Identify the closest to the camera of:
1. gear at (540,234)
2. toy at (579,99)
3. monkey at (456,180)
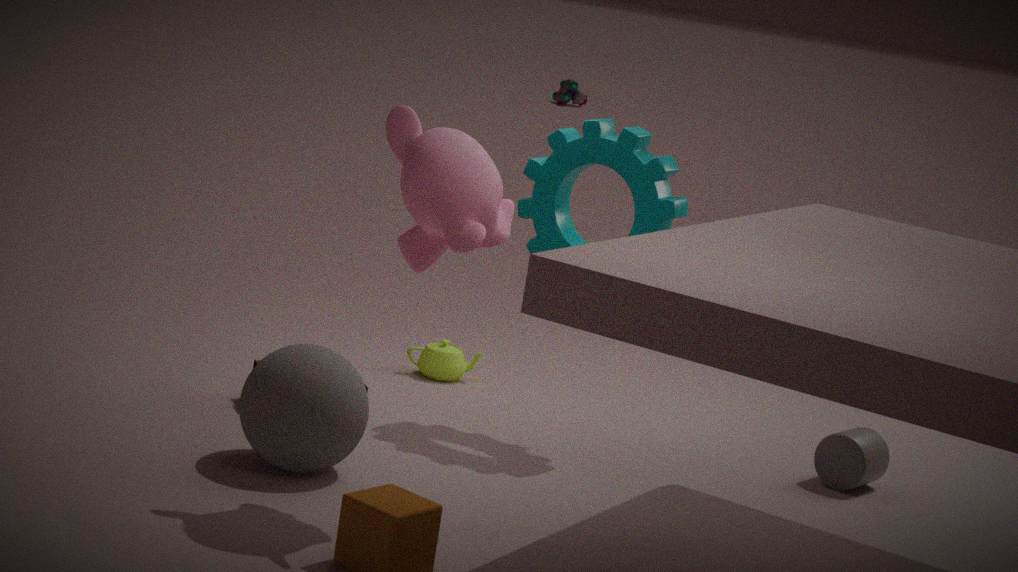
monkey at (456,180)
